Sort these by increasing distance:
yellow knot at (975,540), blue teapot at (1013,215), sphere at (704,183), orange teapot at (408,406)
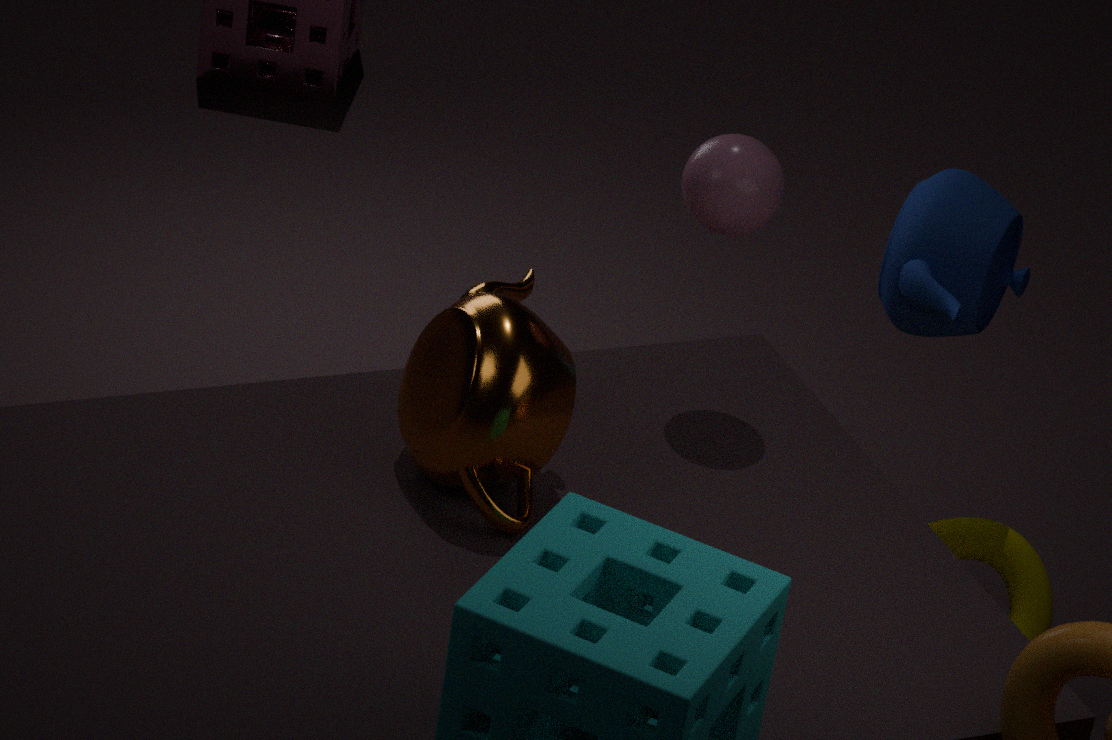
1. orange teapot at (408,406)
2. sphere at (704,183)
3. blue teapot at (1013,215)
4. yellow knot at (975,540)
